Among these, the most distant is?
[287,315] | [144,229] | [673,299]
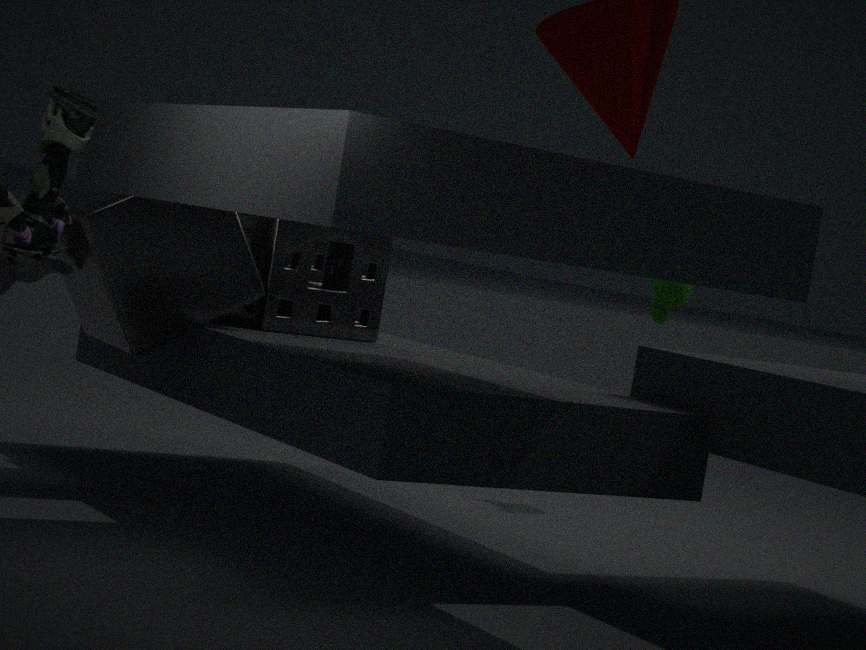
[673,299]
